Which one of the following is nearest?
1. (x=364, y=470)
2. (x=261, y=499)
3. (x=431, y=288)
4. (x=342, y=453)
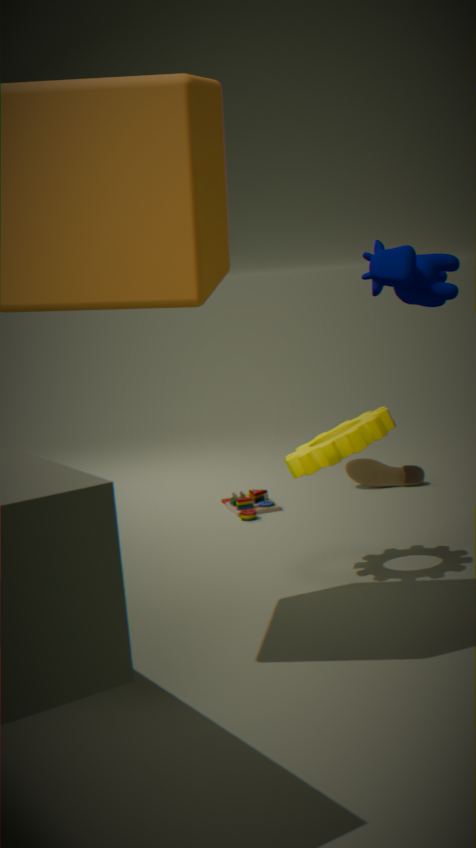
(x=431, y=288)
